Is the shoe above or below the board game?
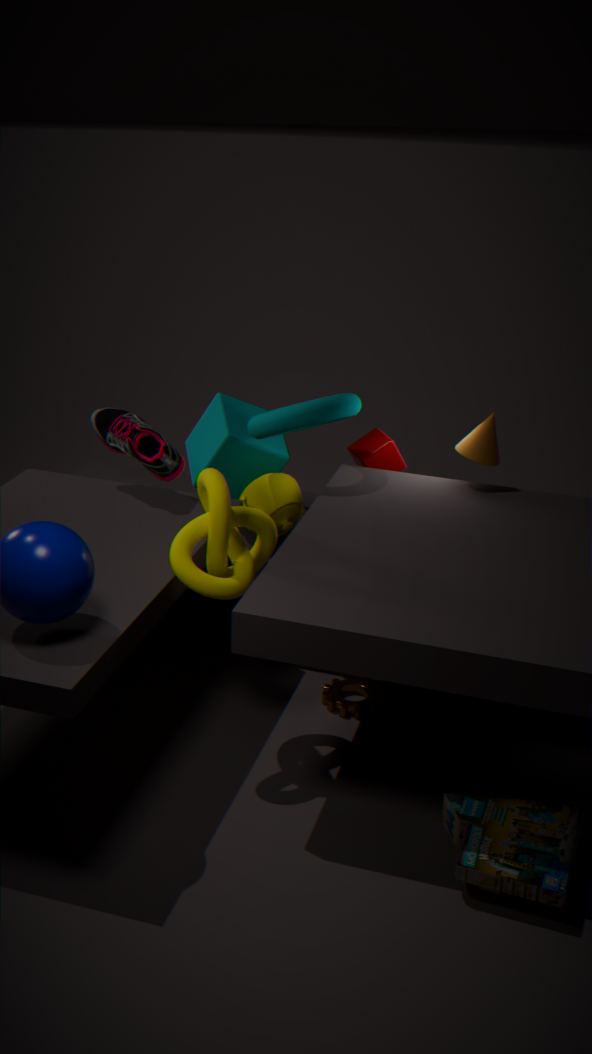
above
